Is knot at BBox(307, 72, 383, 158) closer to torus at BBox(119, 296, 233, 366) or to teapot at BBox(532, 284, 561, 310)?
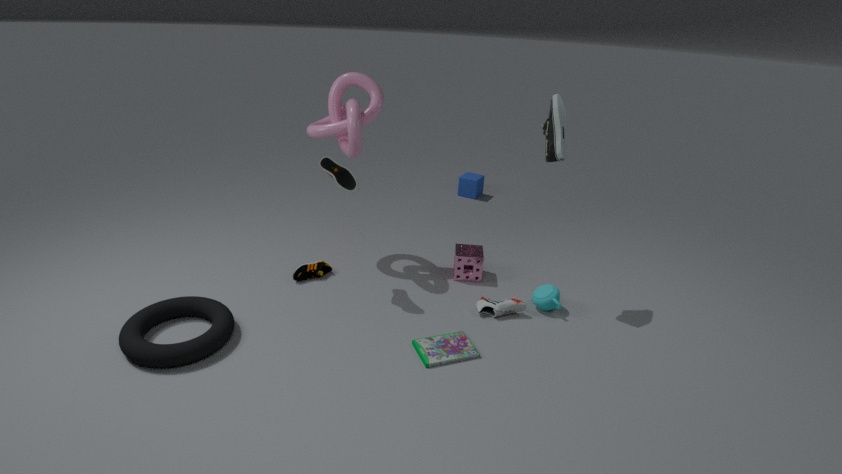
torus at BBox(119, 296, 233, 366)
